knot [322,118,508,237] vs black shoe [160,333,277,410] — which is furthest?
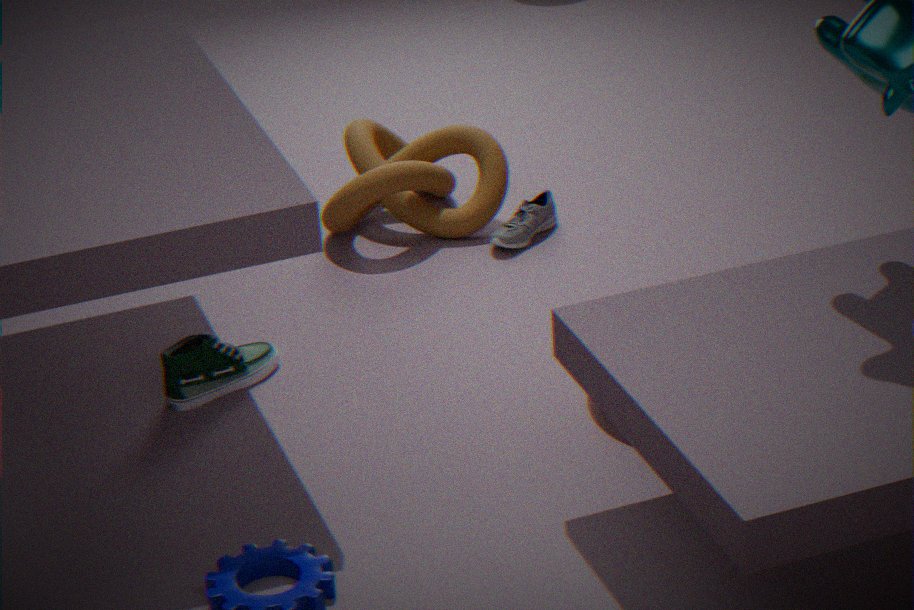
knot [322,118,508,237]
